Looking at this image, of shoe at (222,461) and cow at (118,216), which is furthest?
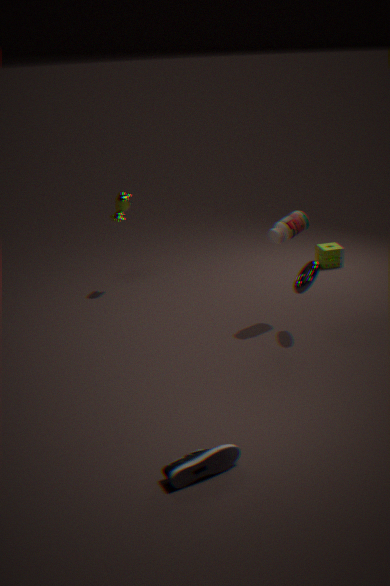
cow at (118,216)
